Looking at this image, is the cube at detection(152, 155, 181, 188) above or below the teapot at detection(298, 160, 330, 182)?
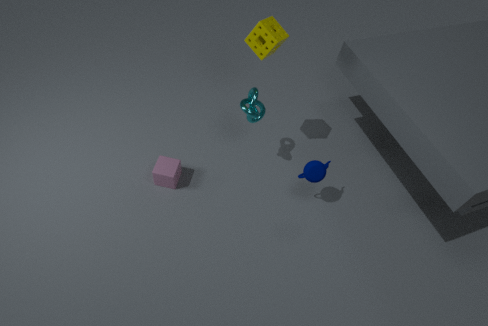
below
